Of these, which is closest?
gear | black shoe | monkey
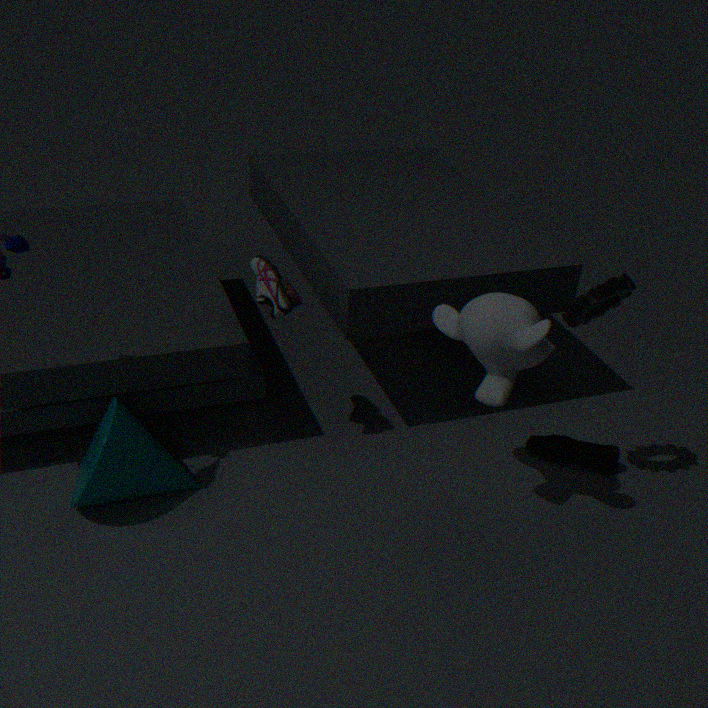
monkey
